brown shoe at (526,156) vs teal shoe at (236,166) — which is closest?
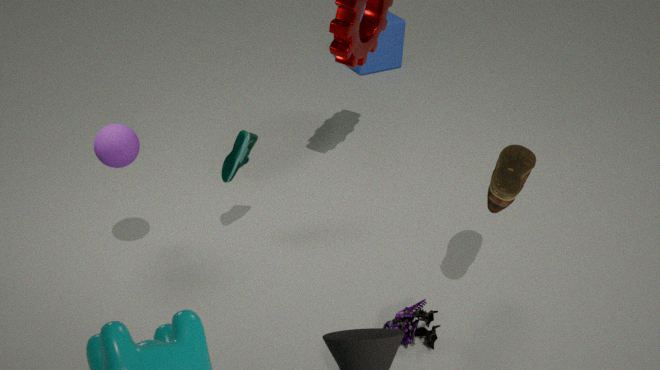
brown shoe at (526,156)
